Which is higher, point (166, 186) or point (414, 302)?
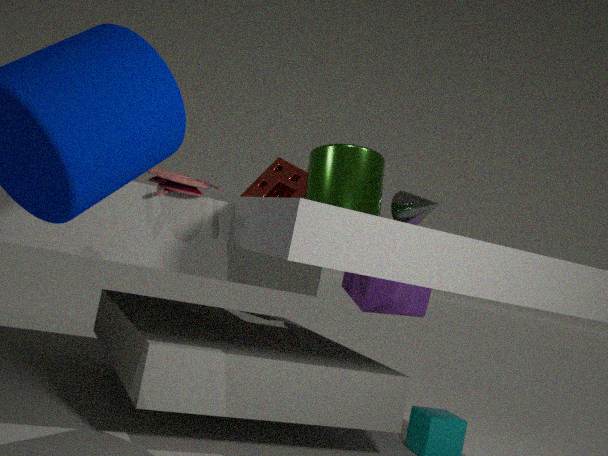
point (166, 186)
